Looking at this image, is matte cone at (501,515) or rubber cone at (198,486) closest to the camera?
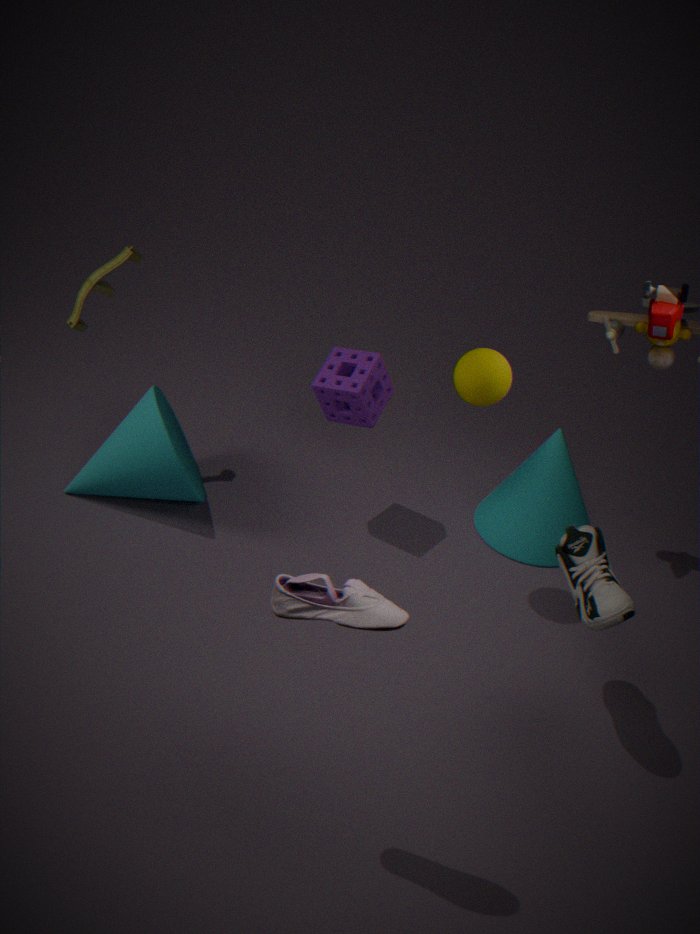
rubber cone at (198,486)
